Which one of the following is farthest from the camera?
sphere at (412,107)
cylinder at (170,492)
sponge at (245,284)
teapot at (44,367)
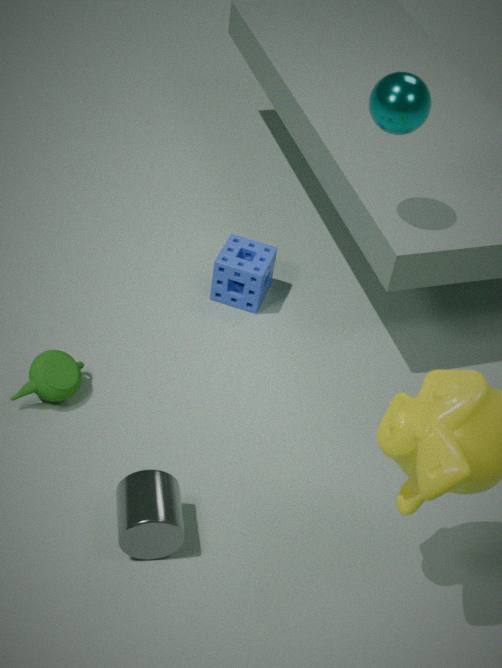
sponge at (245,284)
